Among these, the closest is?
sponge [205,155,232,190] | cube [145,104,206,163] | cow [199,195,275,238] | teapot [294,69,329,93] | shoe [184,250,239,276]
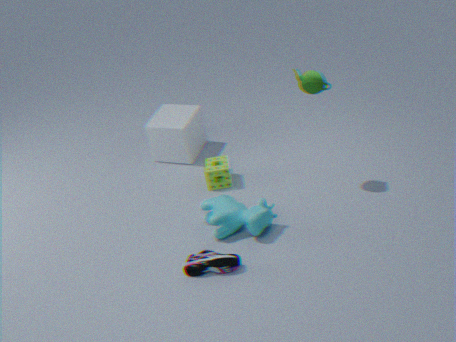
shoe [184,250,239,276]
